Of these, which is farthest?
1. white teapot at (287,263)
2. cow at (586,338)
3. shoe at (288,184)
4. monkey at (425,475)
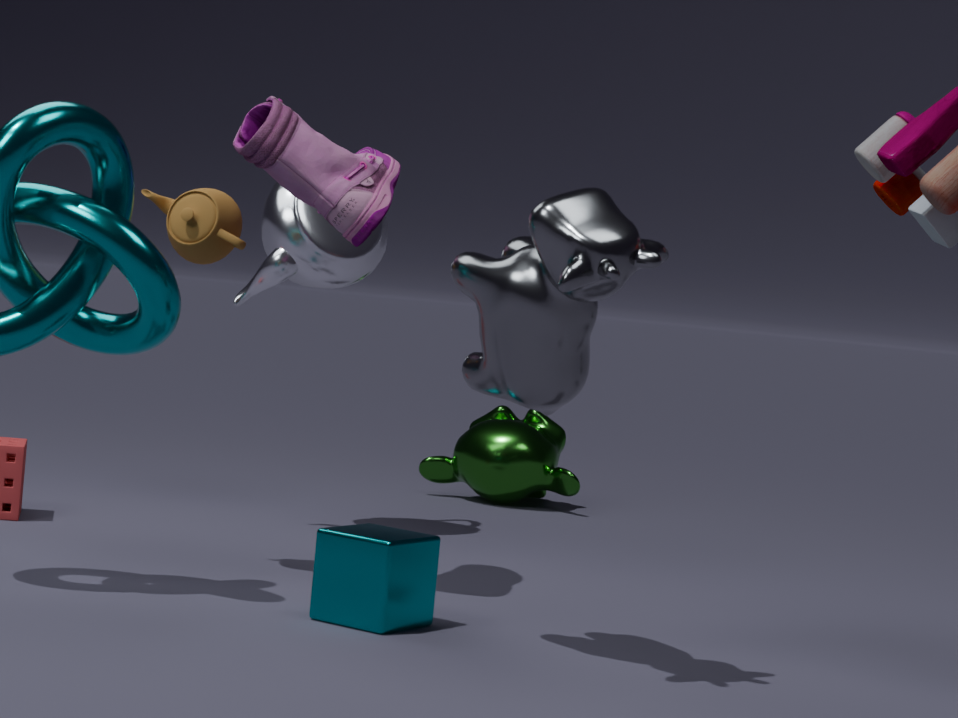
monkey at (425,475)
